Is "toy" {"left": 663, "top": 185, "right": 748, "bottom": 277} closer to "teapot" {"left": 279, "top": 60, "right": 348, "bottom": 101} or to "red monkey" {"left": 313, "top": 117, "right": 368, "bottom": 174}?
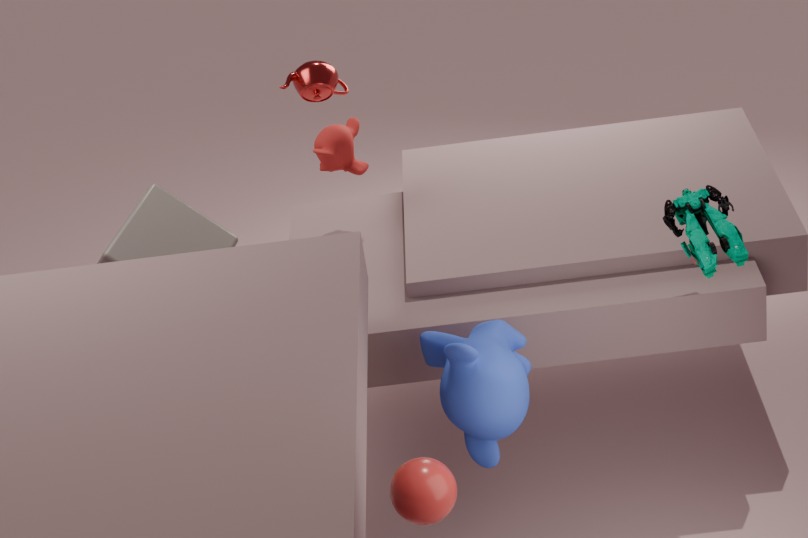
"red monkey" {"left": 313, "top": 117, "right": 368, "bottom": 174}
